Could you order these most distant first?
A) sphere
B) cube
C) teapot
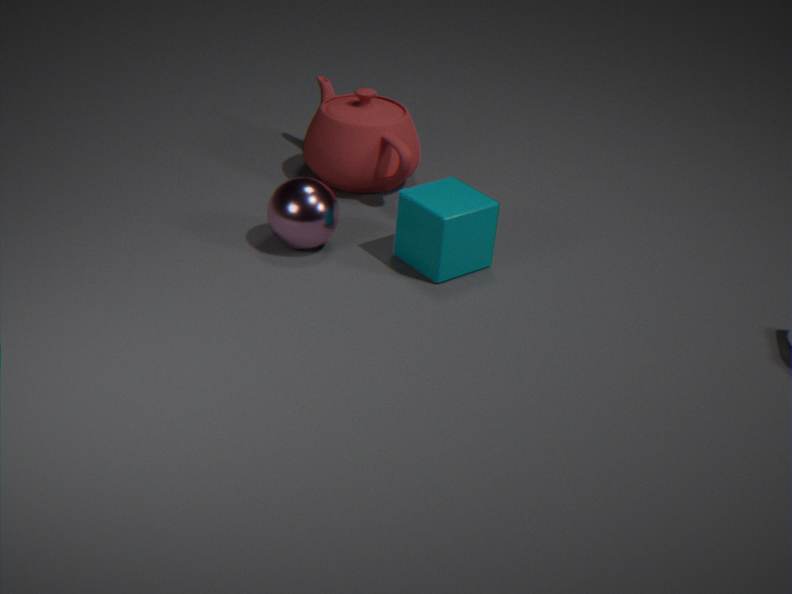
teapot → sphere → cube
